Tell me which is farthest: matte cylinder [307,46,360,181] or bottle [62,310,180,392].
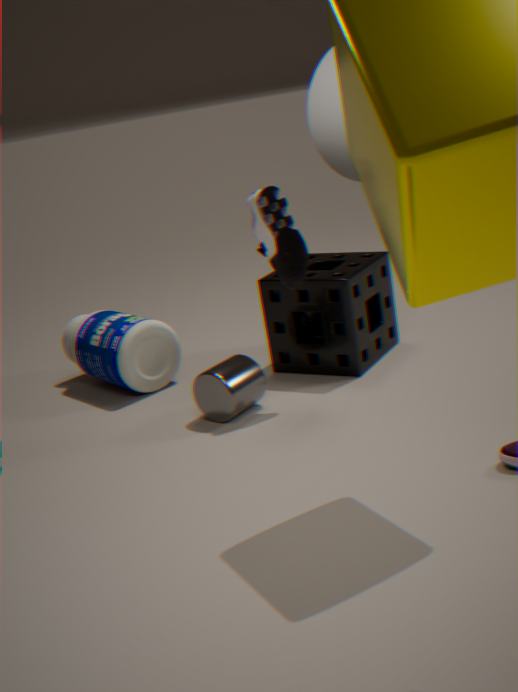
bottle [62,310,180,392]
